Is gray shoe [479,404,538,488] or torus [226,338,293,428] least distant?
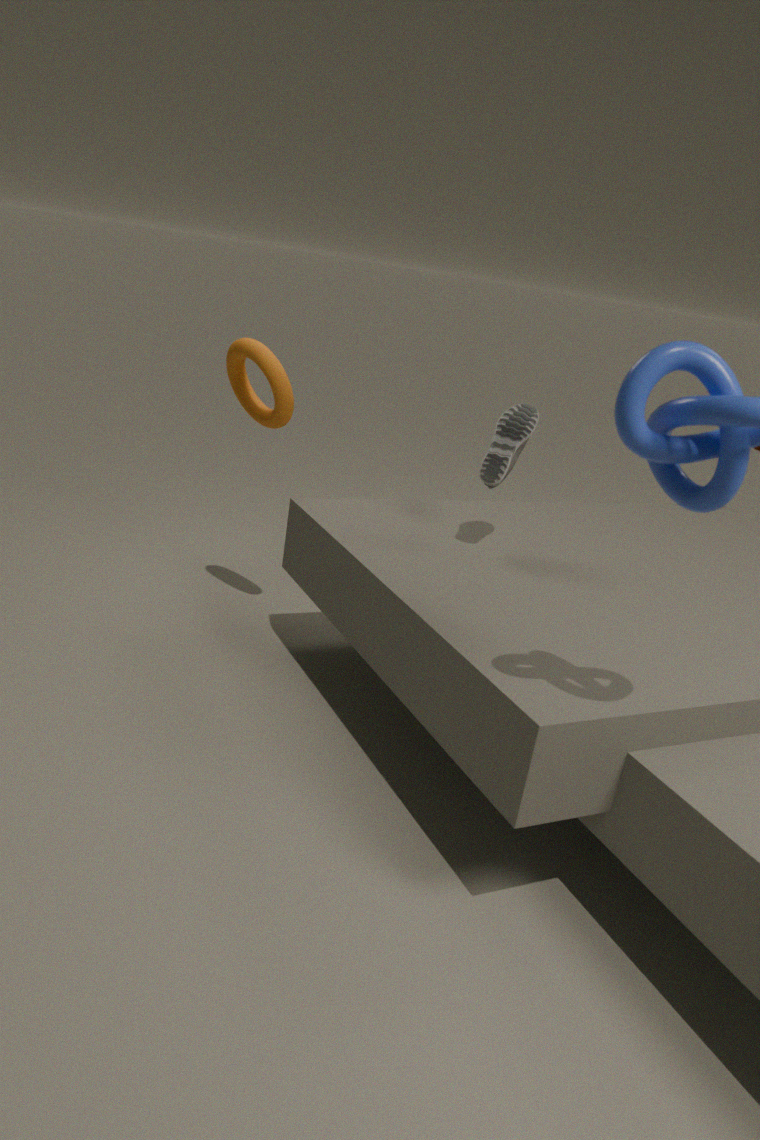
gray shoe [479,404,538,488]
